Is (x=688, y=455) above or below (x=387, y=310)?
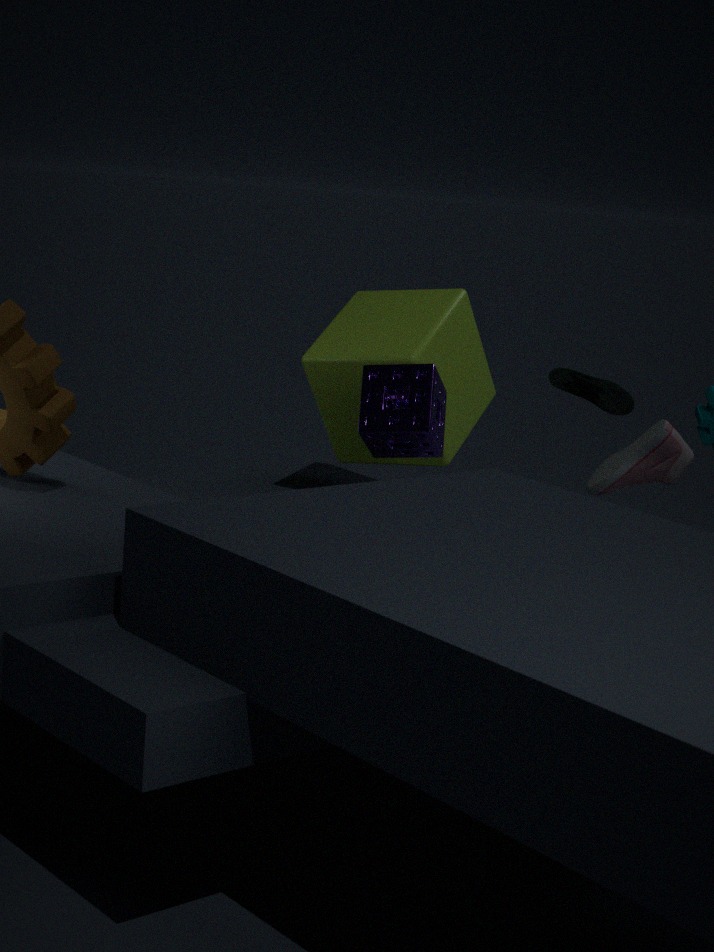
below
